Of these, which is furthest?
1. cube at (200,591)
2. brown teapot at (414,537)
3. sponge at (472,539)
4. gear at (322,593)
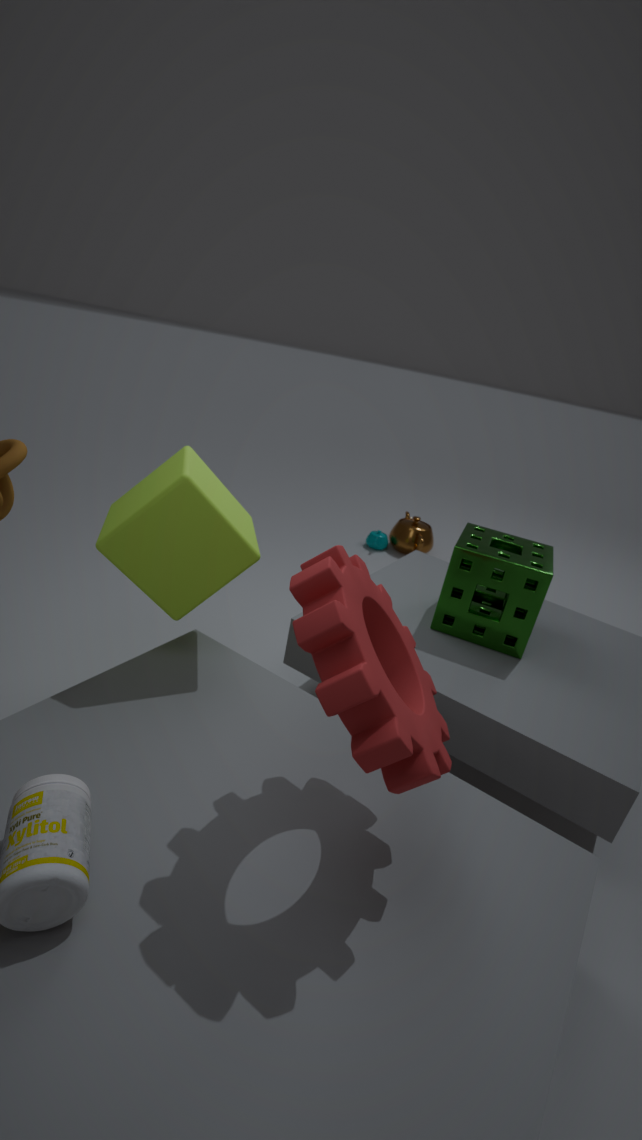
brown teapot at (414,537)
